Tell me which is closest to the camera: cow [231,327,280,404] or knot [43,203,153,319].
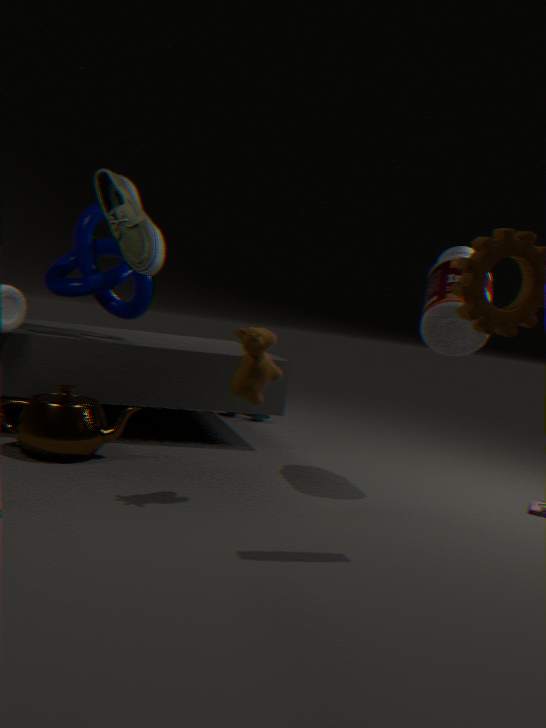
cow [231,327,280,404]
